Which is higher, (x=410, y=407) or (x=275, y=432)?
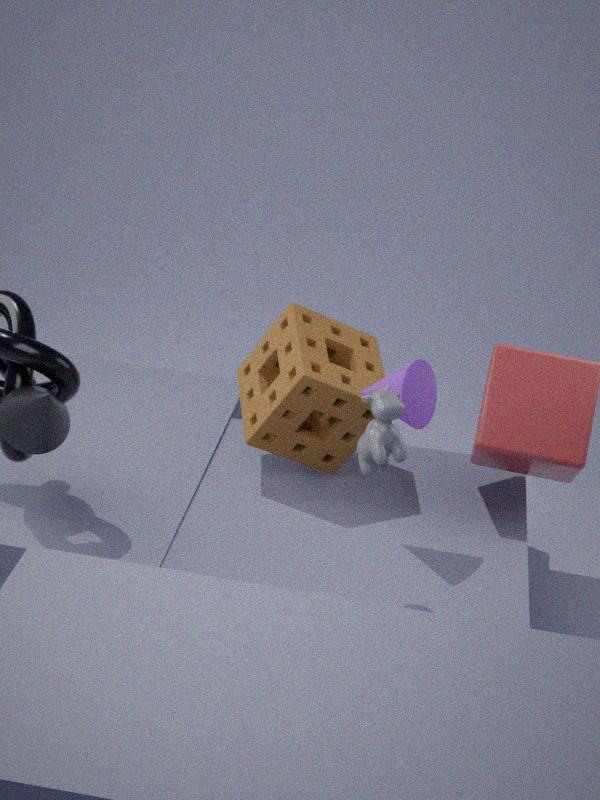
(x=410, y=407)
